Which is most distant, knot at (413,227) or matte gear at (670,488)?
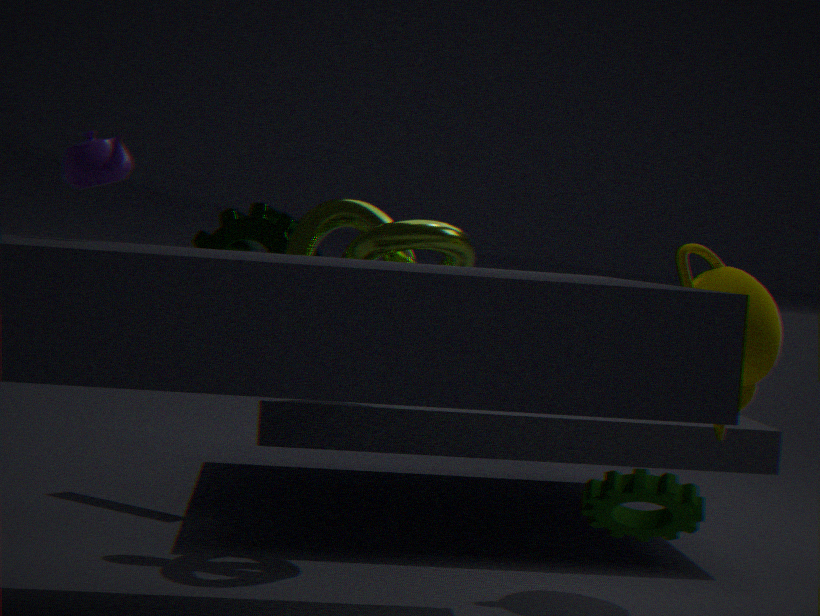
knot at (413,227)
